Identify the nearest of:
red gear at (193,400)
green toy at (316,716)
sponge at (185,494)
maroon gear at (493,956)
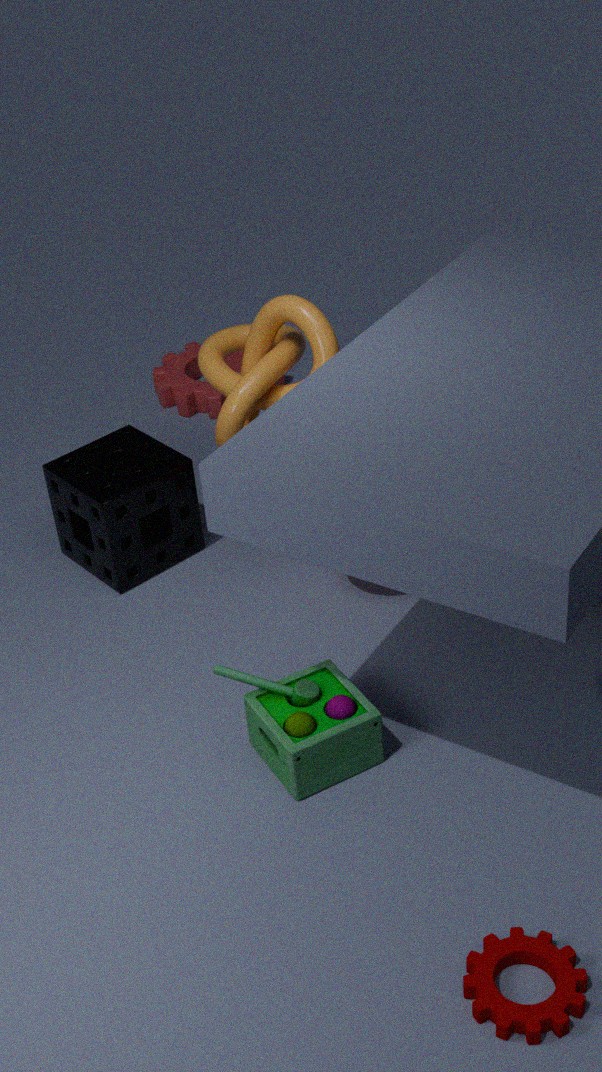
maroon gear at (493,956)
